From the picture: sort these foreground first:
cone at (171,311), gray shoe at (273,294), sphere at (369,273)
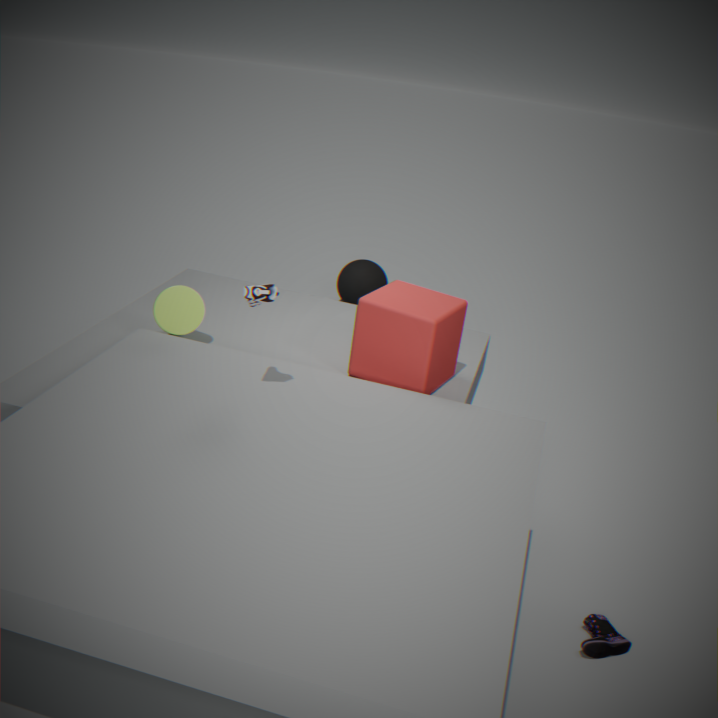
gray shoe at (273,294), cone at (171,311), sphere at (369,273)
